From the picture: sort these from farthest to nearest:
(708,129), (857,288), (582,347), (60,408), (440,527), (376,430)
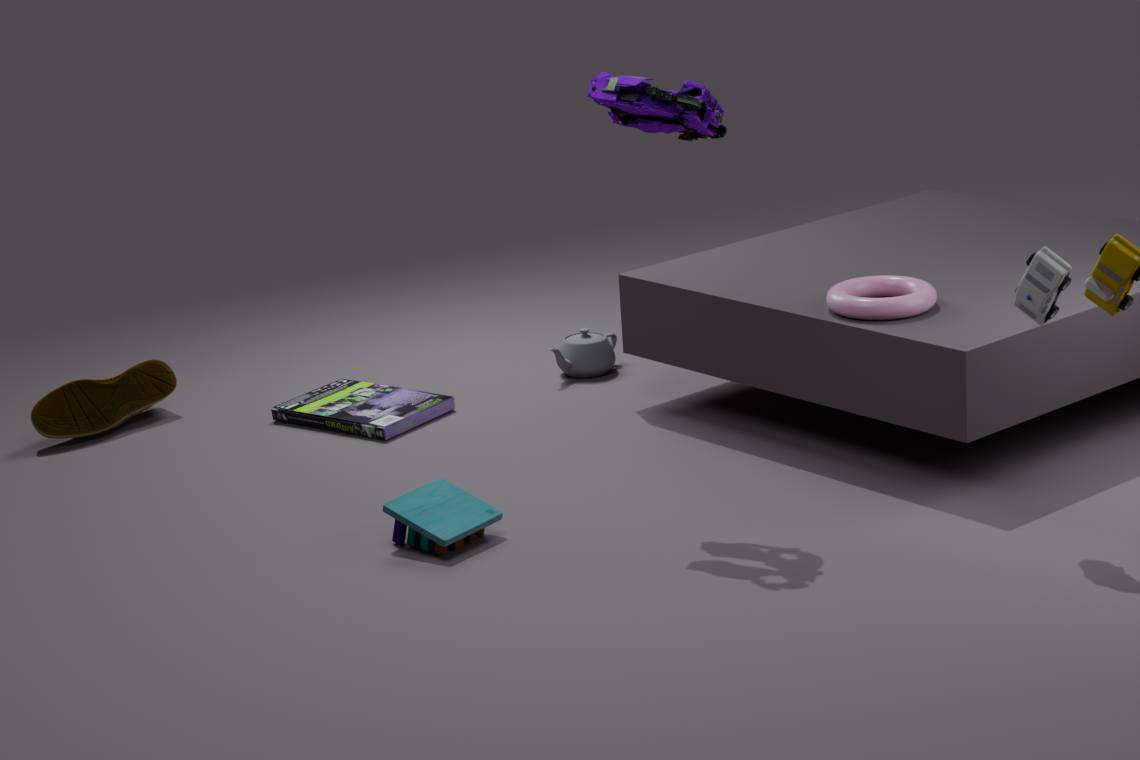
(582,347)
(60,408)
(376,430)
(857,288)
(440,527)
(708,129)
